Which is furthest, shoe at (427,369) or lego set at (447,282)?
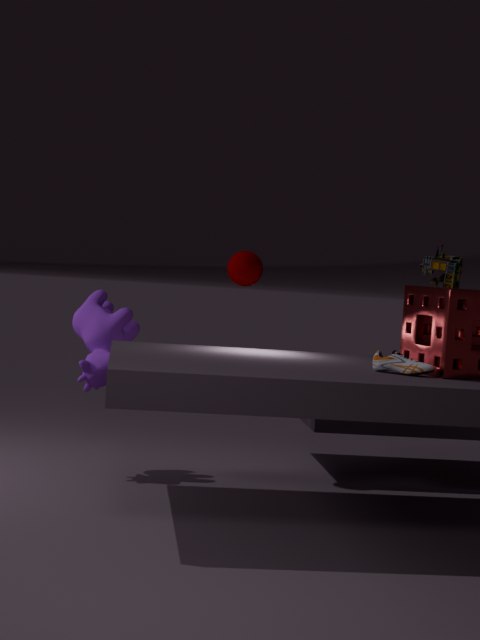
lego set at (447,282)
